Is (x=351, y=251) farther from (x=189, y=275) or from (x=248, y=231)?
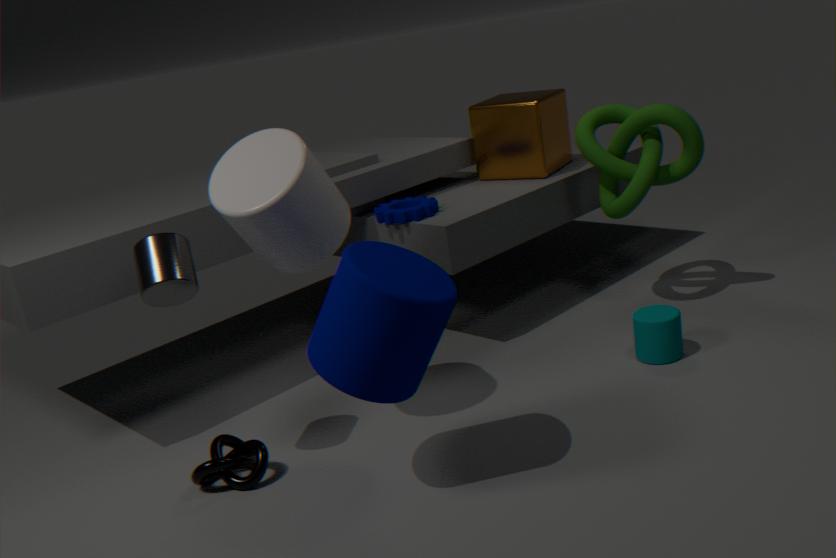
(x=189, y=275)
